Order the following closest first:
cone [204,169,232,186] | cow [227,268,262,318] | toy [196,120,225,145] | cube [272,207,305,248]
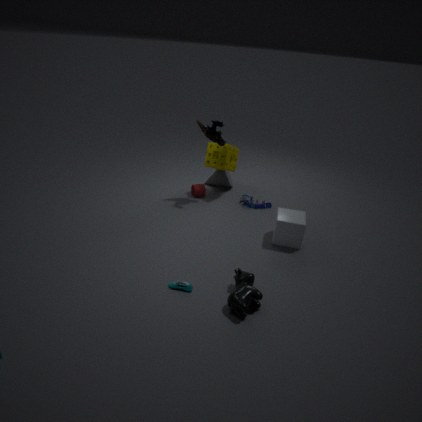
1. cow [227,268,262,318]
2. cube [272,207,305,248]
3. toy [196,120,225,145]
4. cone [204,169,232,186]
